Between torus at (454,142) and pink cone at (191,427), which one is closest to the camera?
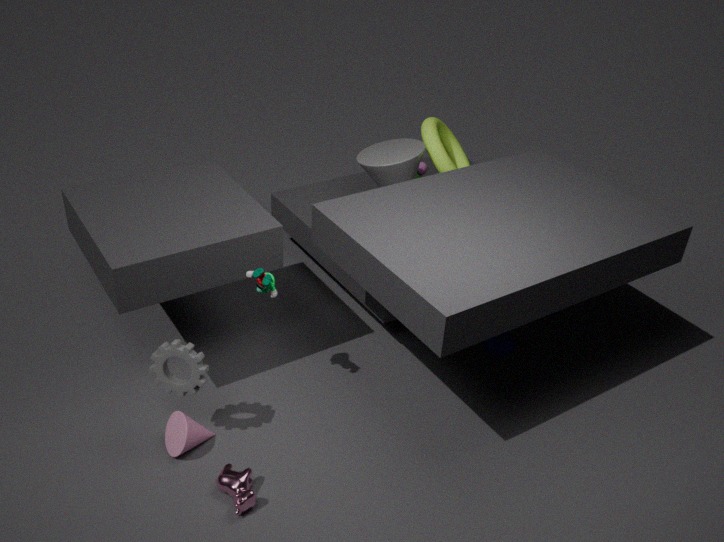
pink cone at (191,427)
